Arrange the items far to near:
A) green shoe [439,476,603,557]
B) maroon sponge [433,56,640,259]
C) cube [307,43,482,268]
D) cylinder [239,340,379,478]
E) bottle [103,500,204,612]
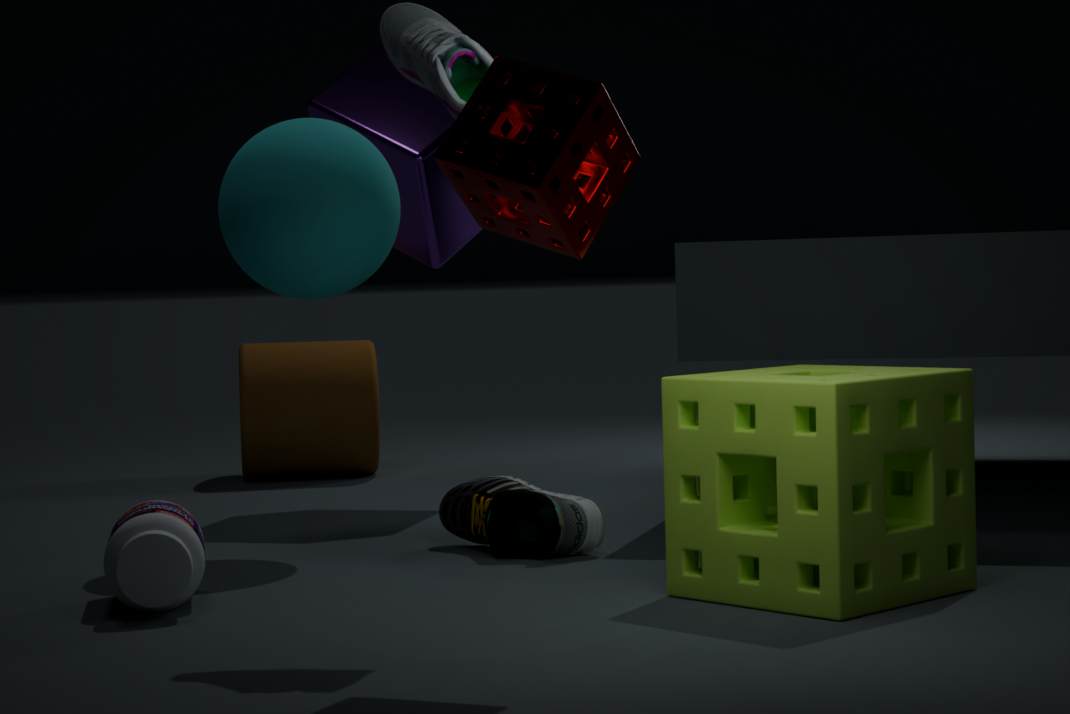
cylinder [239,340,379,478], cube [307,43,482,268], green shoe [439,476,603,557], bottle [103,500,204,612], maroon sponge [433,56,640,259]
